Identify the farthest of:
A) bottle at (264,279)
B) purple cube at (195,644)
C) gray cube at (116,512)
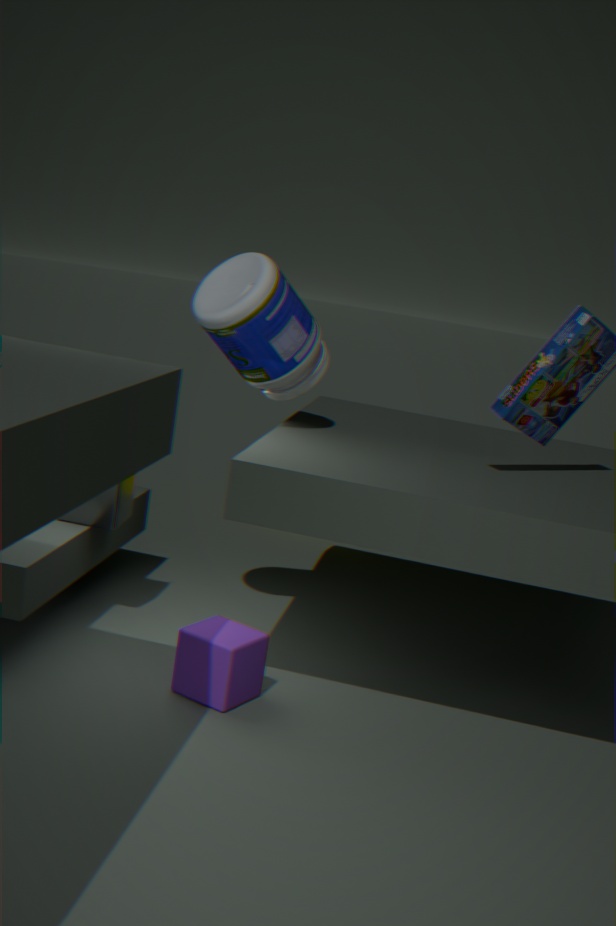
gray cube at (116,512)
